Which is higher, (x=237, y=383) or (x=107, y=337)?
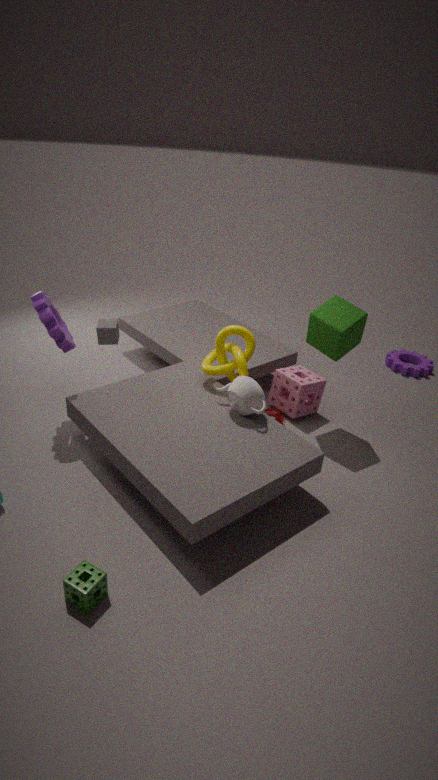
(x=107, y=337)
